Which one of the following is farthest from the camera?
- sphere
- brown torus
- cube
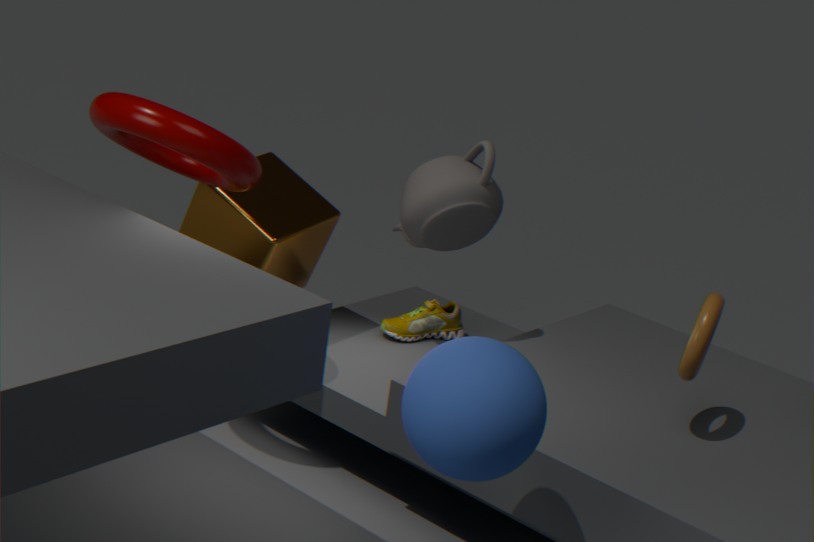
cube
